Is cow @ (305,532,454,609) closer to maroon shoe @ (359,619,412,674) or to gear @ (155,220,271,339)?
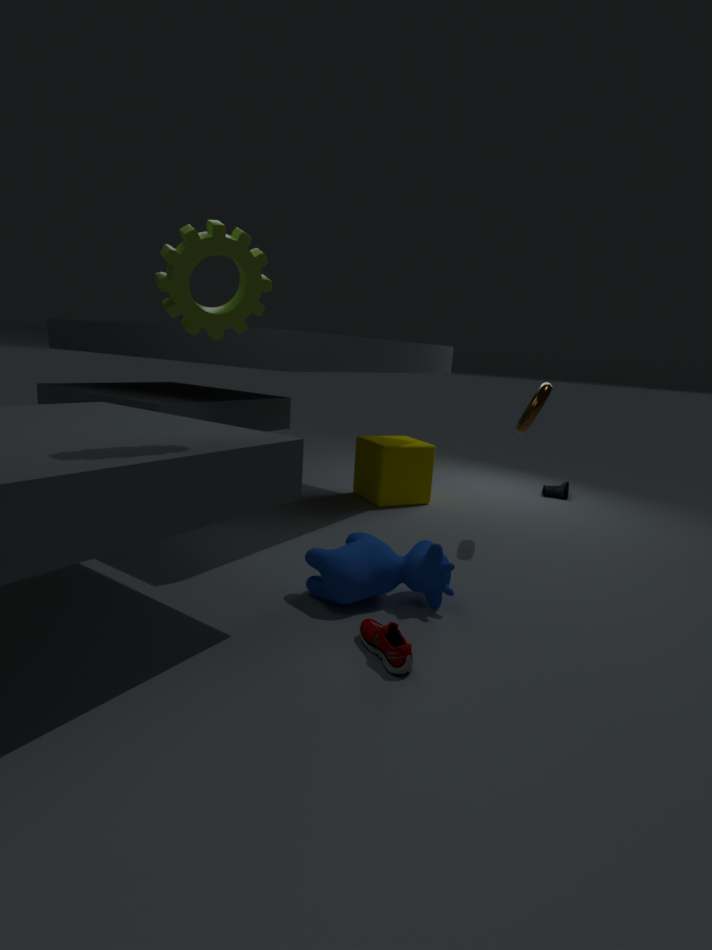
maroon shoe @ (359,619,412,674)
